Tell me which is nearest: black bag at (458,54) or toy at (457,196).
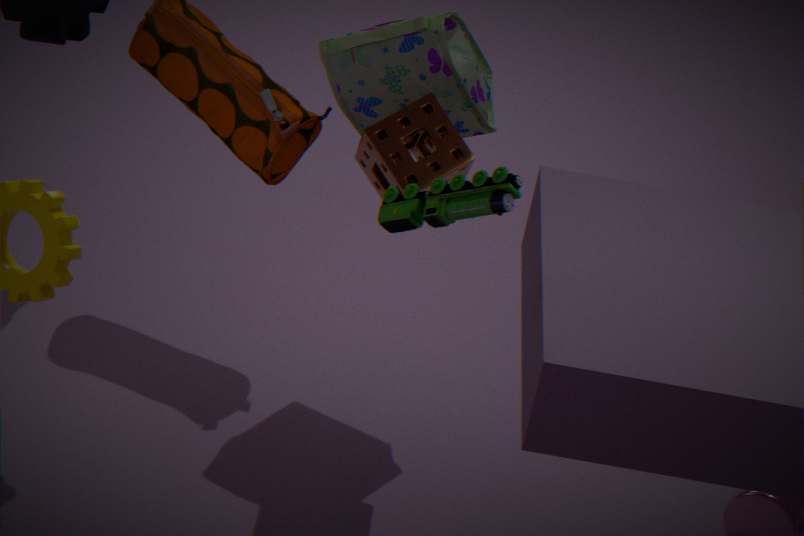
toy at (457,196)
